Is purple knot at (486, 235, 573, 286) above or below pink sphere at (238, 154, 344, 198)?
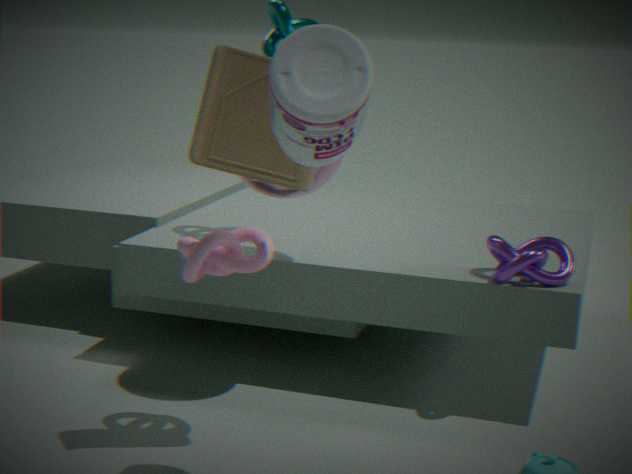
below
